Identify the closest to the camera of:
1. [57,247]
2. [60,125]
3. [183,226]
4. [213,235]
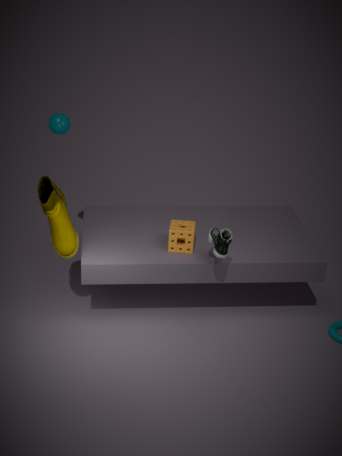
[213,235]
